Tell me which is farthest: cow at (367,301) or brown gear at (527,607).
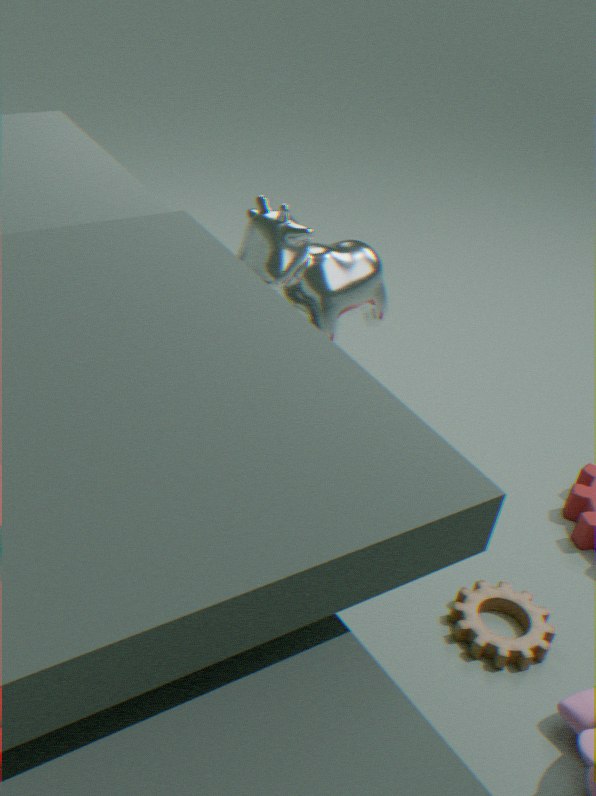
brown gear at (527,607)
